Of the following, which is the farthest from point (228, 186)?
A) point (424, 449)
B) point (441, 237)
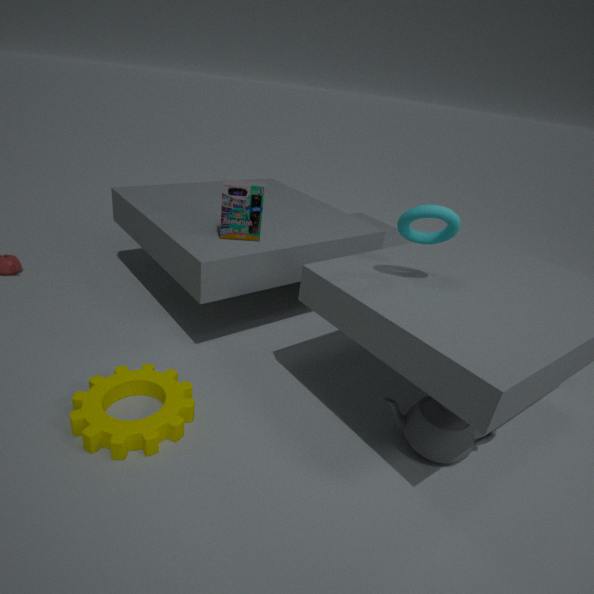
point (424, 449)
